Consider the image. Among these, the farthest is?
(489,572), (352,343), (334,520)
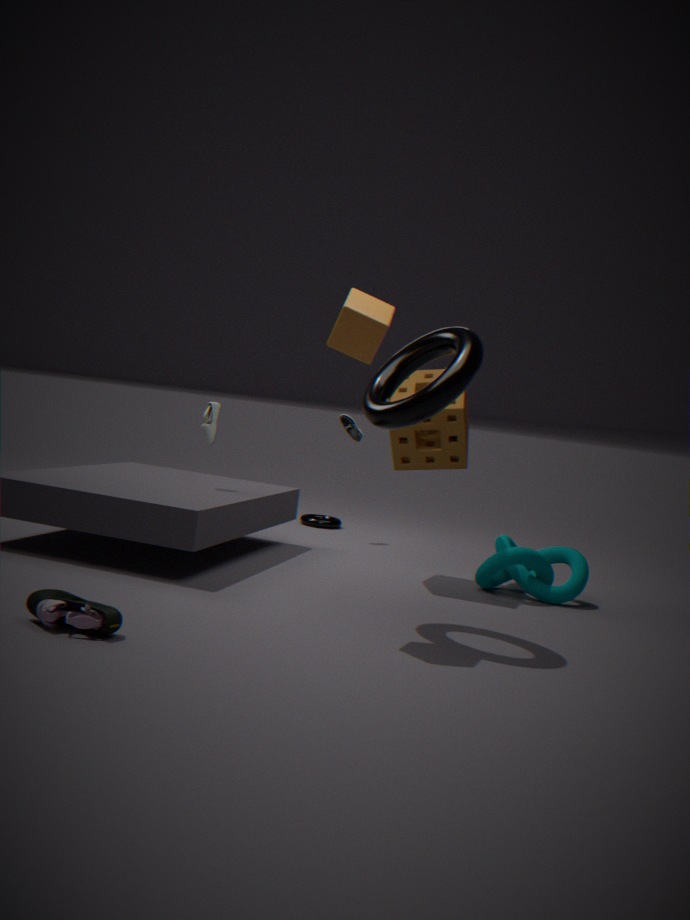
(334,520)
